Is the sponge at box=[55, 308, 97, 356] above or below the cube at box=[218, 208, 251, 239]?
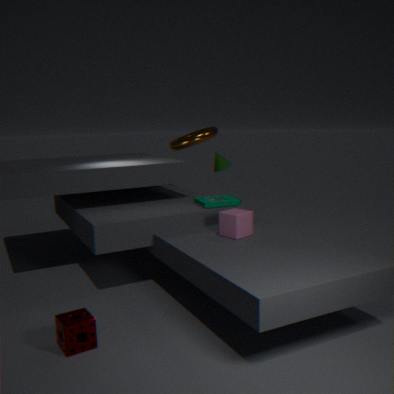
below
